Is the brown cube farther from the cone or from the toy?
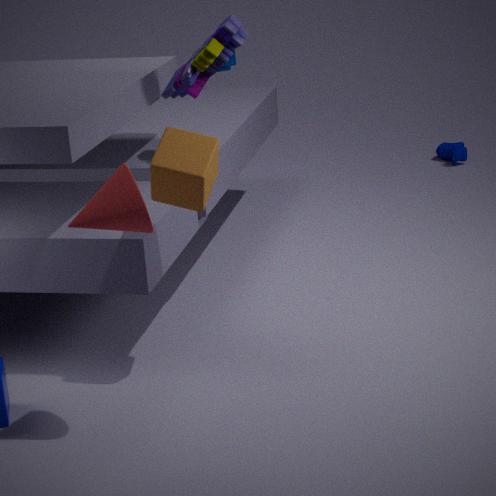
the toy
